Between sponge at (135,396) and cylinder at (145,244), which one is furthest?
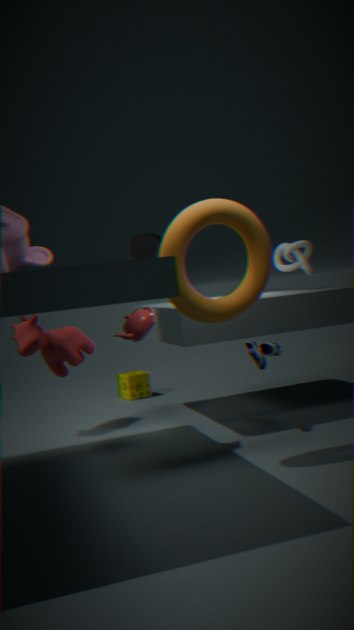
sponge at (135,396)
